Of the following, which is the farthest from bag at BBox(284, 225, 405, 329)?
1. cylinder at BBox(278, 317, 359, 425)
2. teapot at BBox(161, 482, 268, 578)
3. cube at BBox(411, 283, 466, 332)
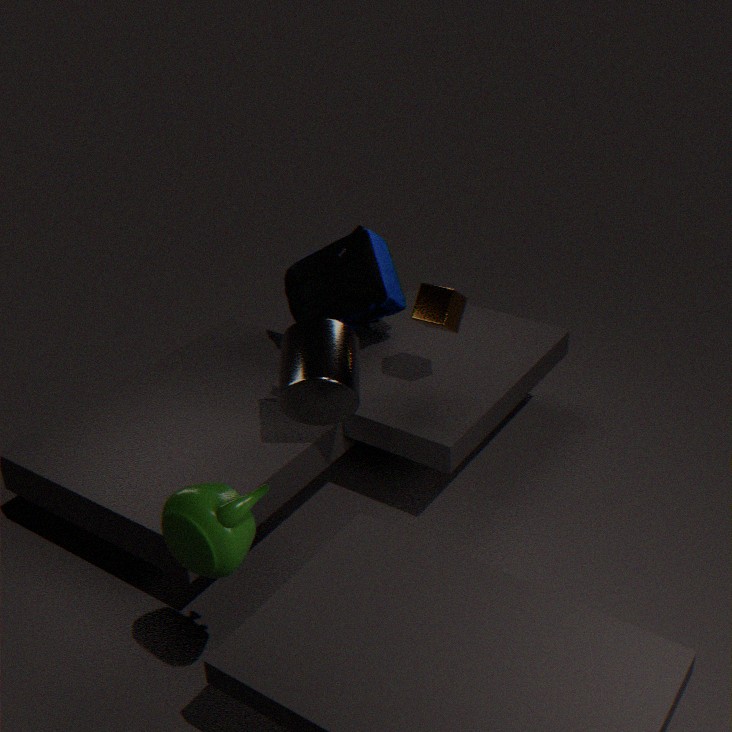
teapot at BBox(161, 482, 268, 578)
